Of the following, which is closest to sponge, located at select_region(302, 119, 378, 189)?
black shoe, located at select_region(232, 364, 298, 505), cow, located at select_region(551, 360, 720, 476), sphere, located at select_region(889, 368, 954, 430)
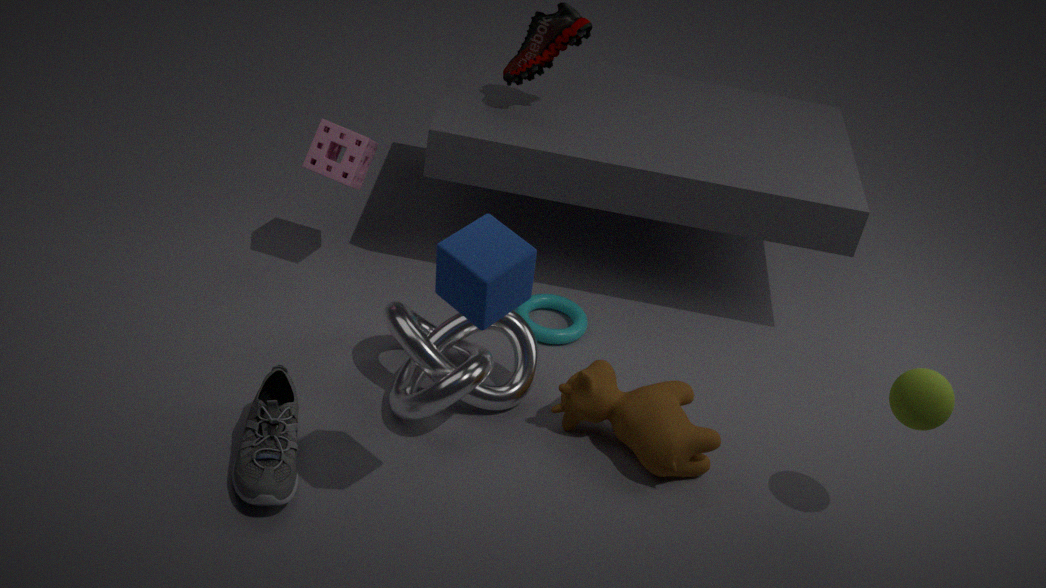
black shoe, located at select_region(232, 364, 298, 505)
